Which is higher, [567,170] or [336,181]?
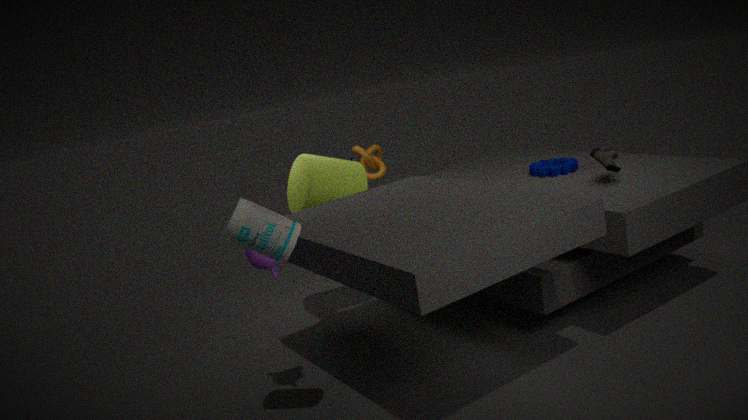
[336,181]
